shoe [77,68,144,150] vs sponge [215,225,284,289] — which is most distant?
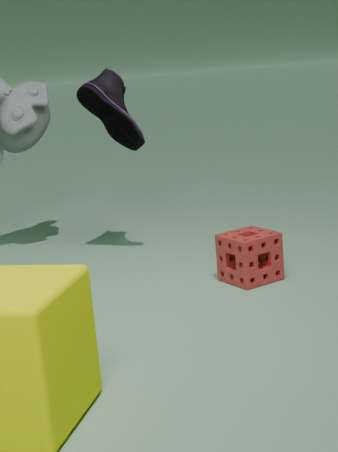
shoe [77,68,144,150]
